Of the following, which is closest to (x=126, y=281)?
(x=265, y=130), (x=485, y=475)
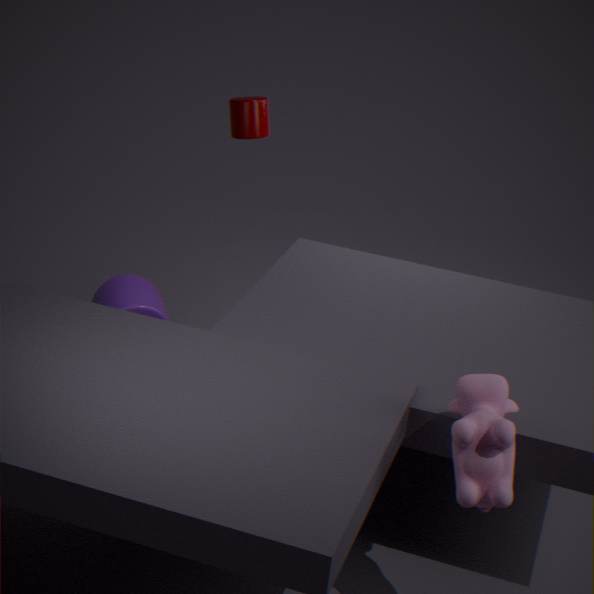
(x=265, y=130)
